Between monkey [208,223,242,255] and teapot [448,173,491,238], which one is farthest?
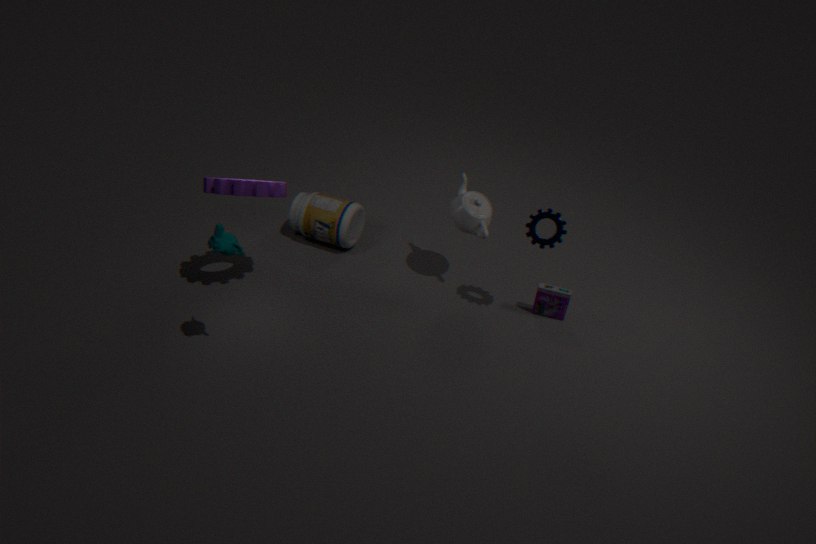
teapot [448,173,491,238]
